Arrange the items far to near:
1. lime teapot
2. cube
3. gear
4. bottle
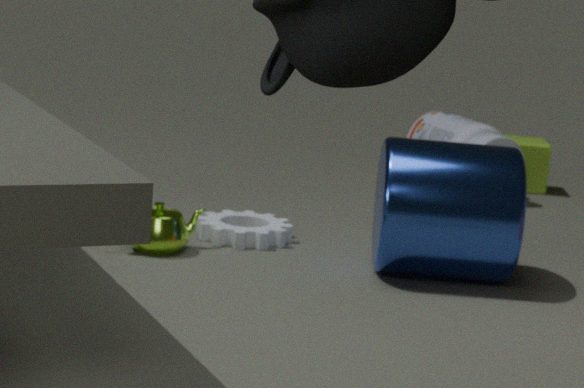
cube
bottle
gear
lime teapot
